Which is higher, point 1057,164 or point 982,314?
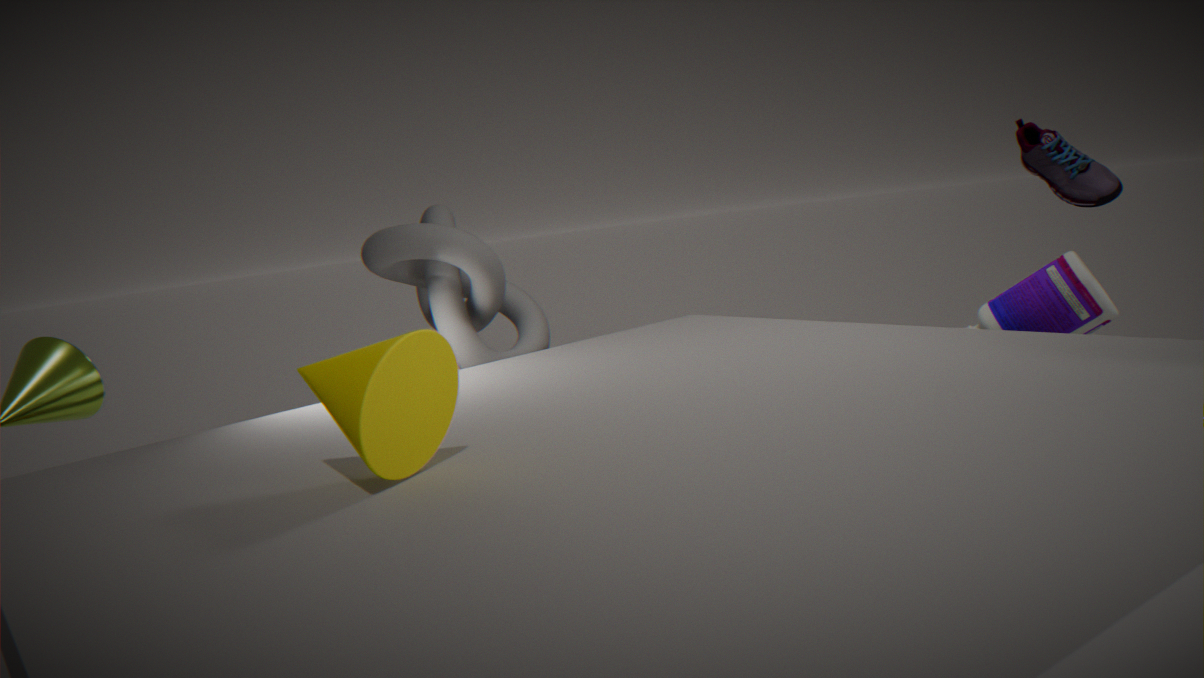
point 1057,164
